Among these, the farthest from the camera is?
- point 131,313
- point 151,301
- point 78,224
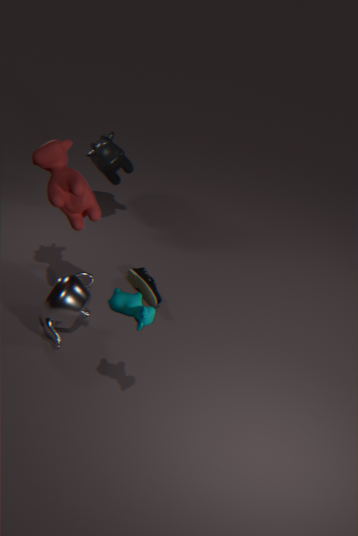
point 151,301
